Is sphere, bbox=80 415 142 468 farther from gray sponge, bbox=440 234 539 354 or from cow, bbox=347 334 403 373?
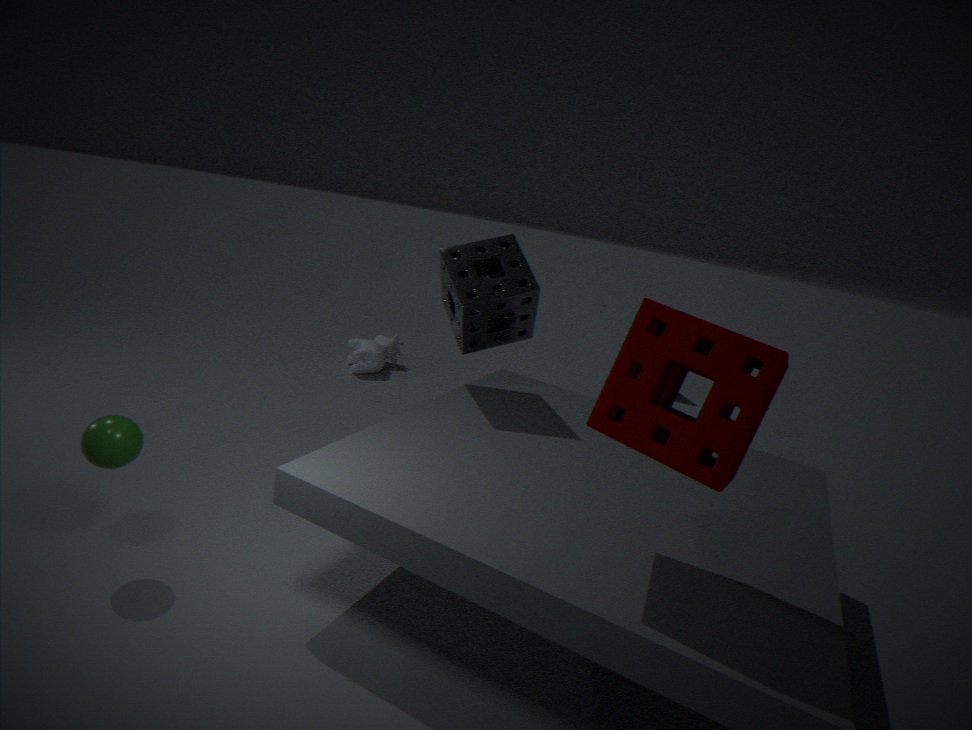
cow, bbox=347 334 403 373
